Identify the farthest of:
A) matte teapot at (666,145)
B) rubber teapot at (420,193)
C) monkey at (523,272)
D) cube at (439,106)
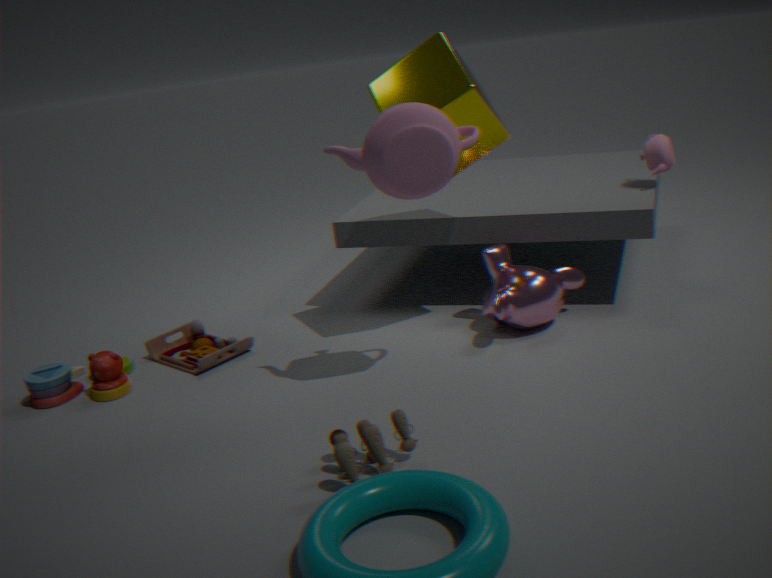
matte teapot at (666,145)
